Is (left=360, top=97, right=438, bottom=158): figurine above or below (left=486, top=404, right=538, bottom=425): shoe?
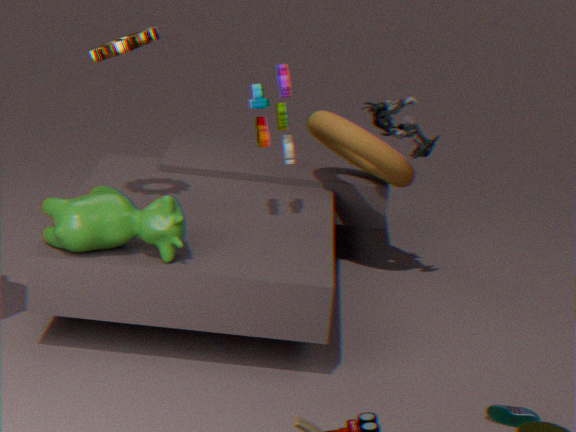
above
